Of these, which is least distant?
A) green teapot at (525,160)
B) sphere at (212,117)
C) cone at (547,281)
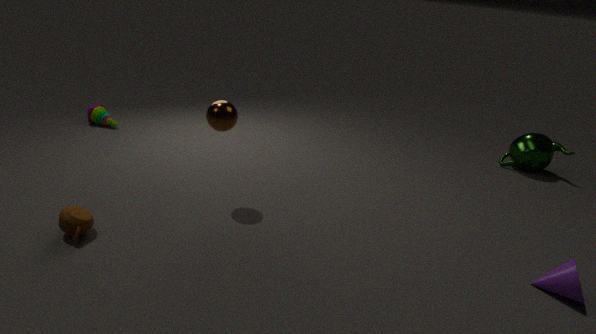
cone at (547,281)
